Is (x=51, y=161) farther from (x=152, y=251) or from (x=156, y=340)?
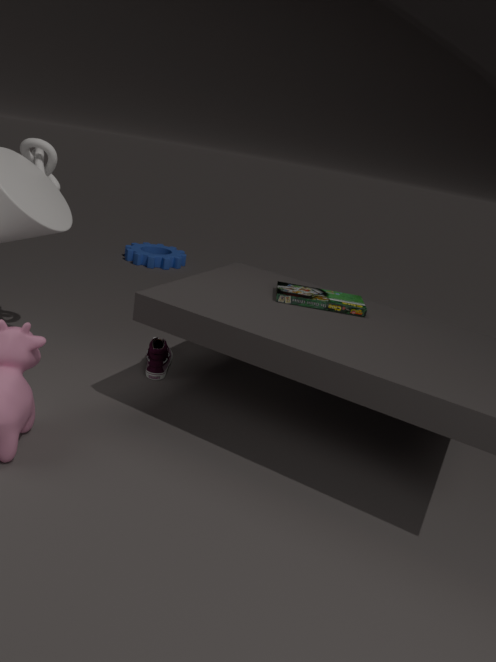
(x=152, y=251)
